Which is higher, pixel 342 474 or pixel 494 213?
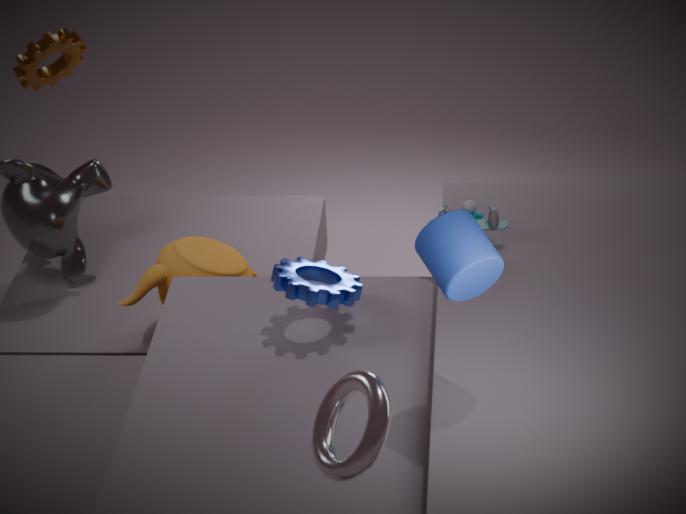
pixel 342 474
